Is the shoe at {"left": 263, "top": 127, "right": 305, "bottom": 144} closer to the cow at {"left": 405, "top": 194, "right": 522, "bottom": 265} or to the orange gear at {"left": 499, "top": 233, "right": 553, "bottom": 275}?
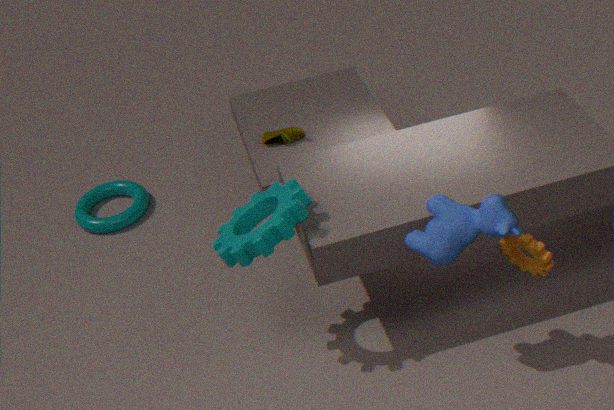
the cow at {"left": 405, "top": 194, "right": 522, "bottom": 265}
